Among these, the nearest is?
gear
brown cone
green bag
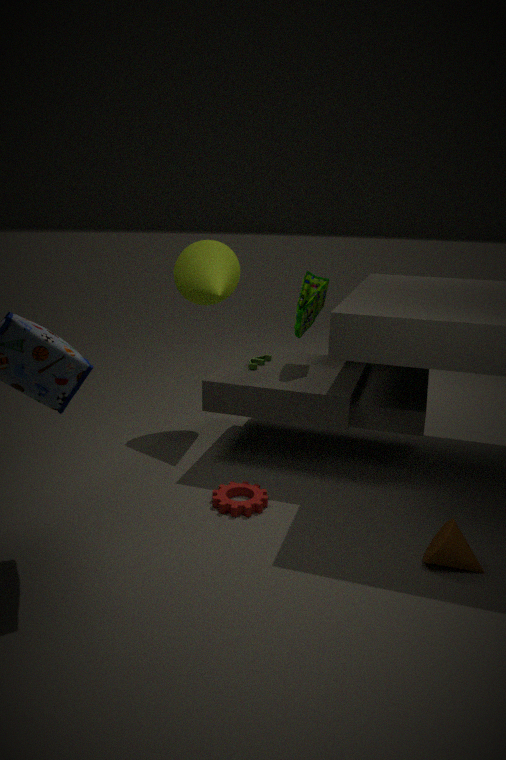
brown cone
